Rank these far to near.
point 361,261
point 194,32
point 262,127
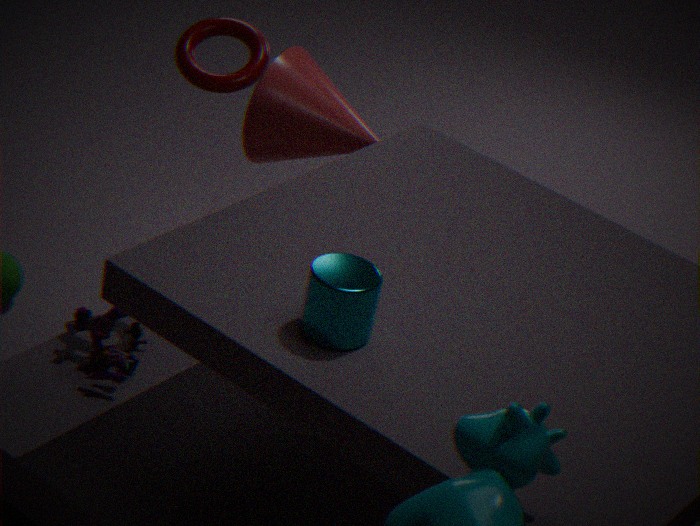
point 262,127
point 194,32
point 361,261
